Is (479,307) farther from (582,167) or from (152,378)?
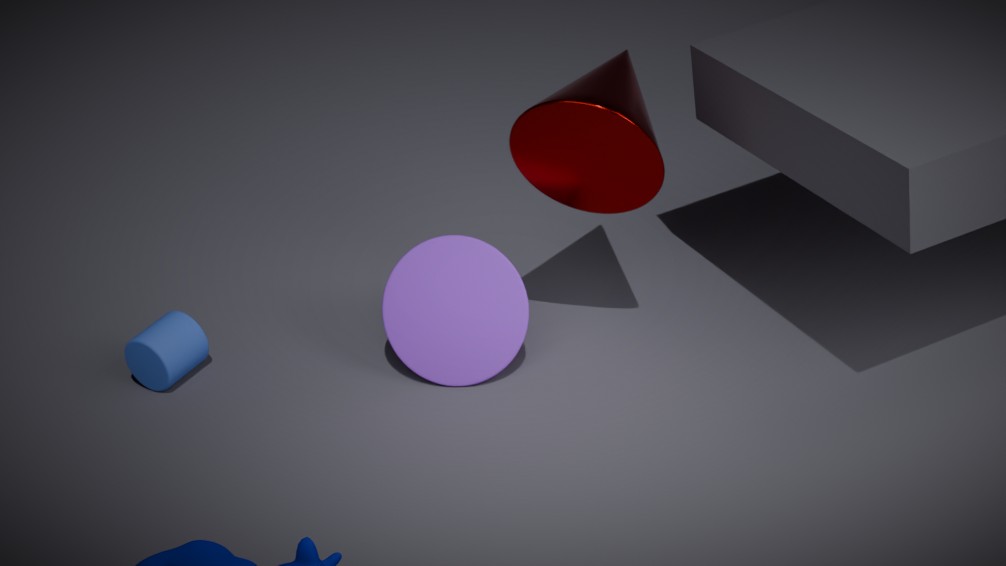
(152,378)
